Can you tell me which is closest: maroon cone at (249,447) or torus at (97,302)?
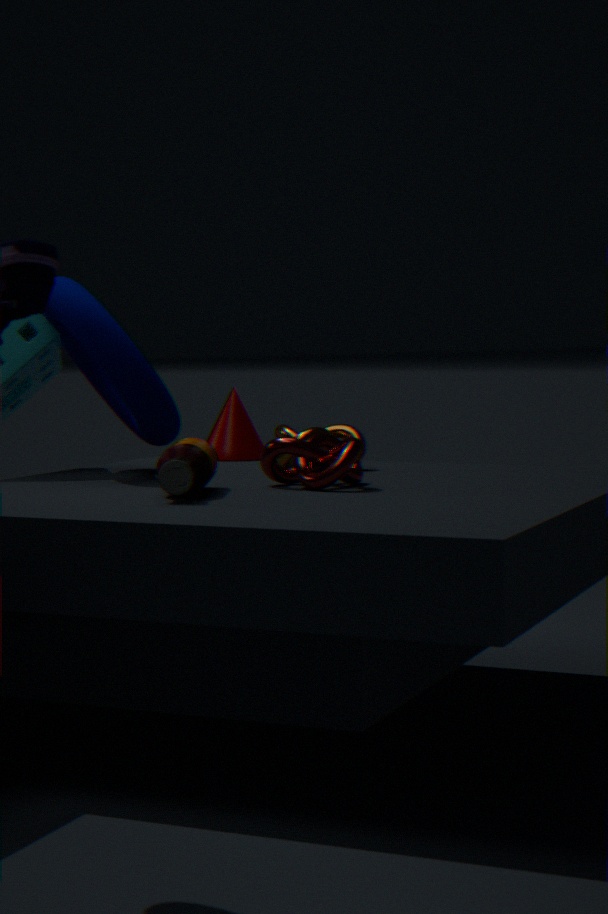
torus at (97,302)
